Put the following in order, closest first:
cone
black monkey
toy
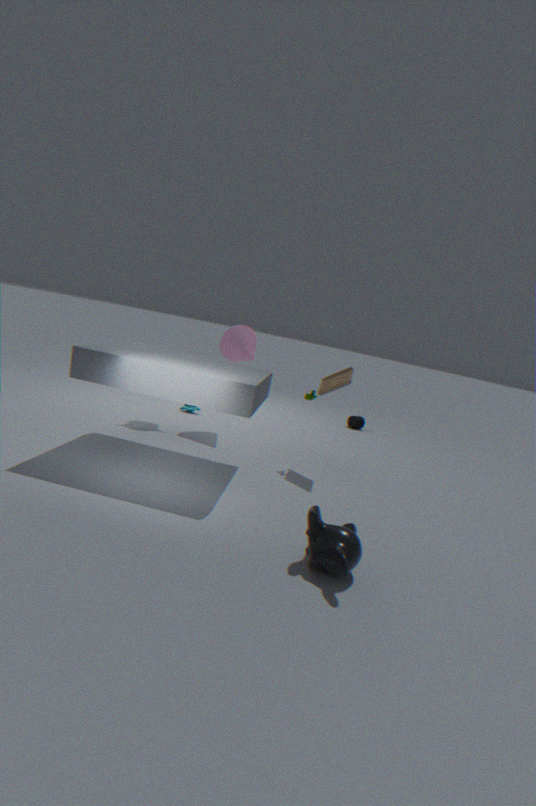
black monkey → toy → cone
